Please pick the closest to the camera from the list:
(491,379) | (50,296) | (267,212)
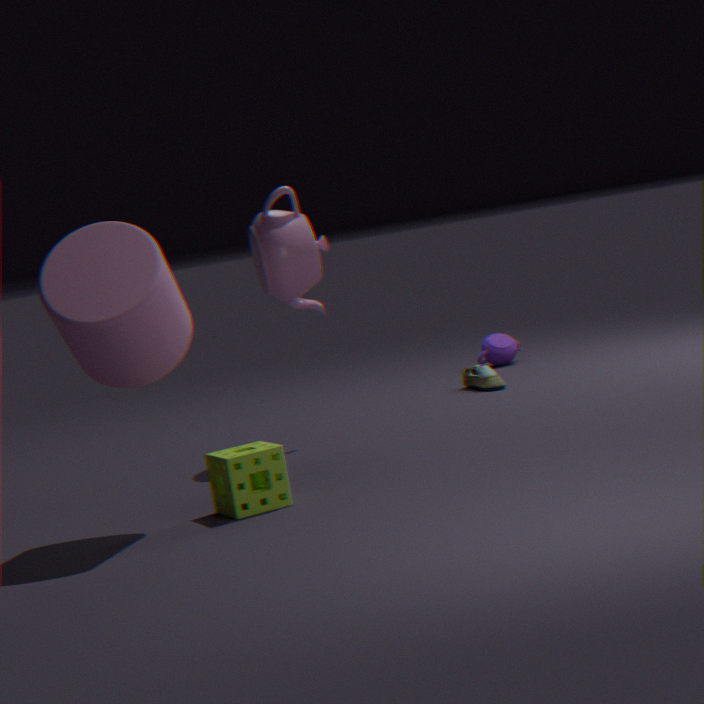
(50,296)
